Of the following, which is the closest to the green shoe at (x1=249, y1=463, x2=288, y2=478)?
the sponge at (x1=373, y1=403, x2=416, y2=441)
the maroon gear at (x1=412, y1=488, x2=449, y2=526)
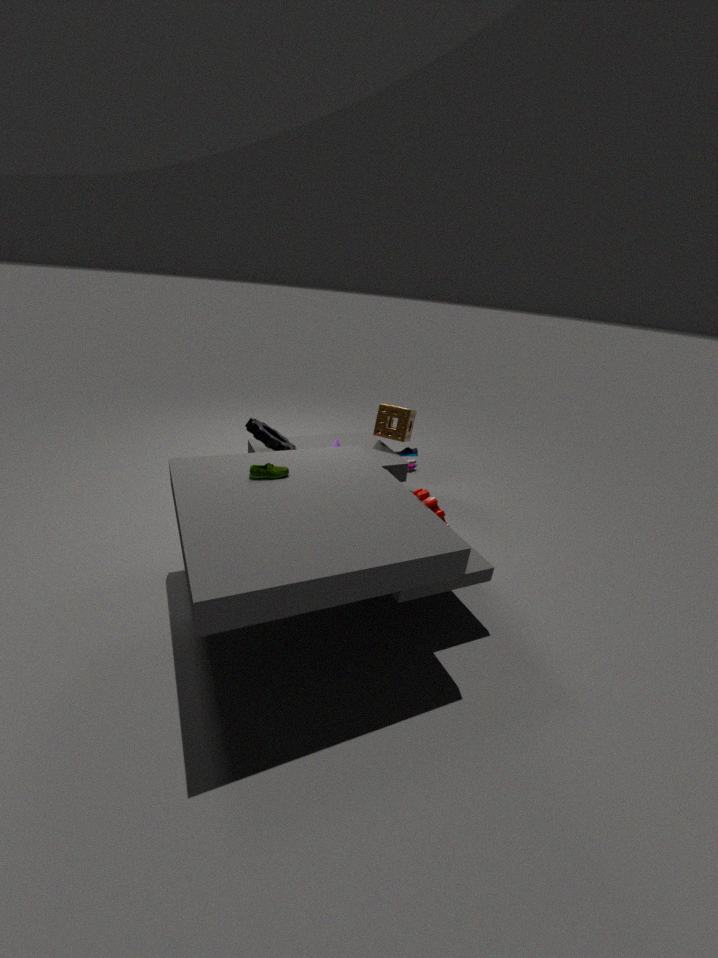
the maroon gear at (x1=412, y1=488, x2=449, y2=526)
